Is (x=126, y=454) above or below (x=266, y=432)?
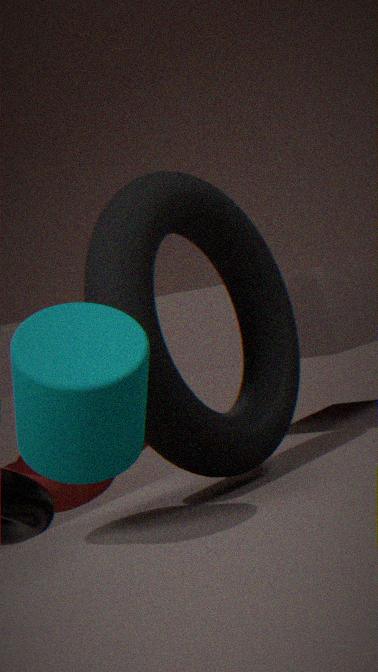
below
